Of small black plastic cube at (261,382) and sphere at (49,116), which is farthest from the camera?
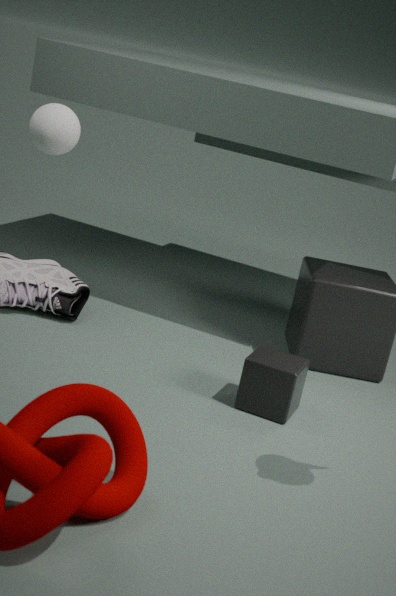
sphere at (49,116)
